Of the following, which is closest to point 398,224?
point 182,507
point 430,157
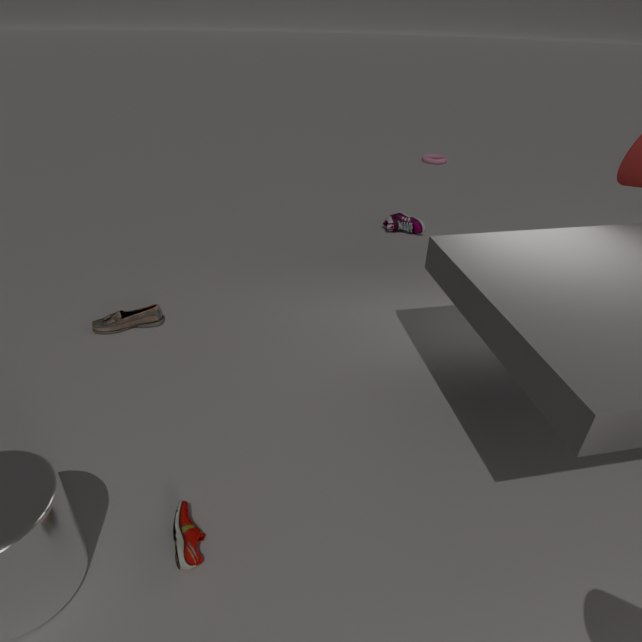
point 430,157
